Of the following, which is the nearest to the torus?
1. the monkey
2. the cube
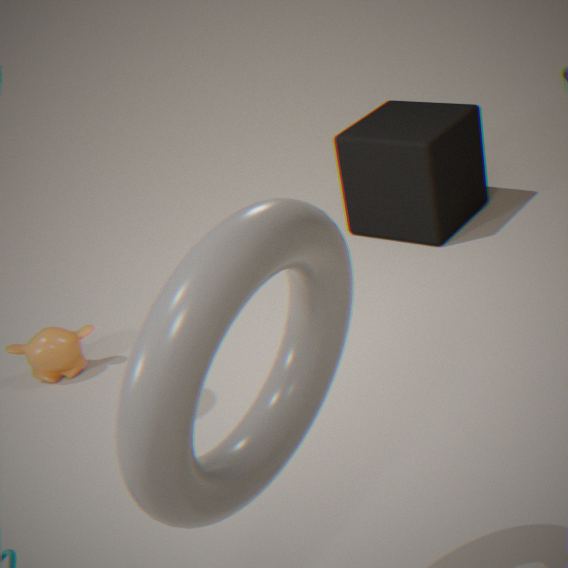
the monkey
